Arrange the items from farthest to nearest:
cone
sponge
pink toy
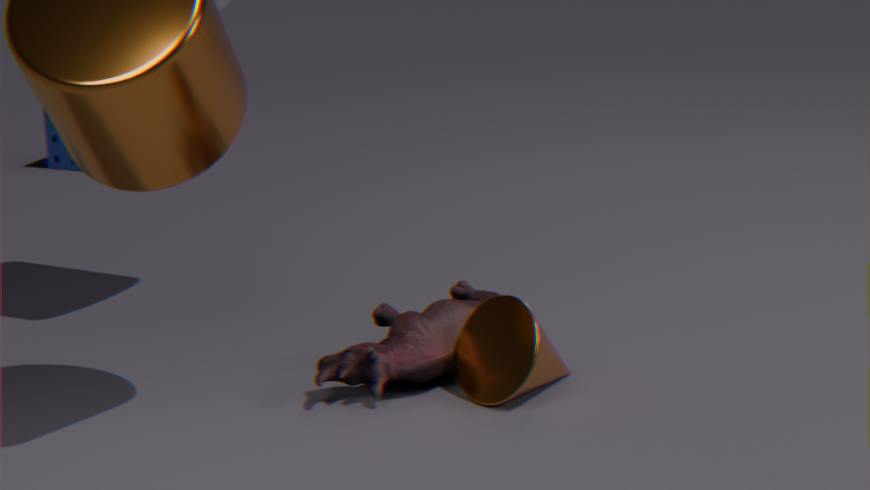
sponge
pink toy
cone
